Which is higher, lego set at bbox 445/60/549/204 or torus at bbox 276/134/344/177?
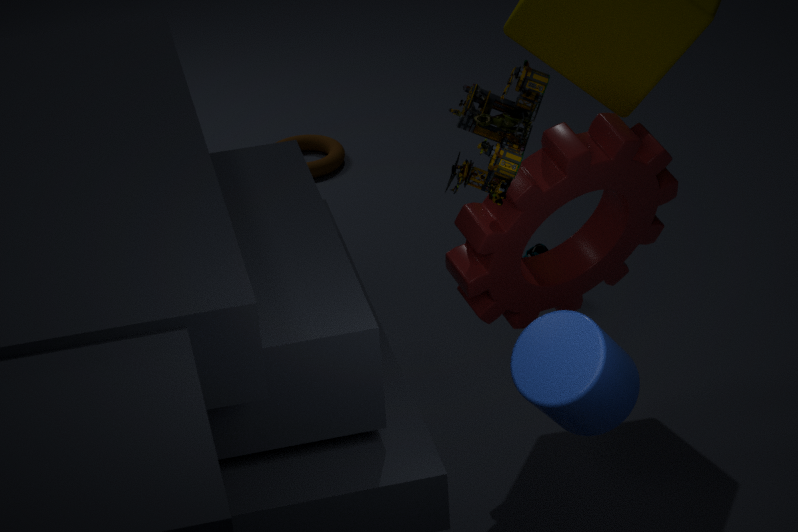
lego set at bbox 445/60/549/204
